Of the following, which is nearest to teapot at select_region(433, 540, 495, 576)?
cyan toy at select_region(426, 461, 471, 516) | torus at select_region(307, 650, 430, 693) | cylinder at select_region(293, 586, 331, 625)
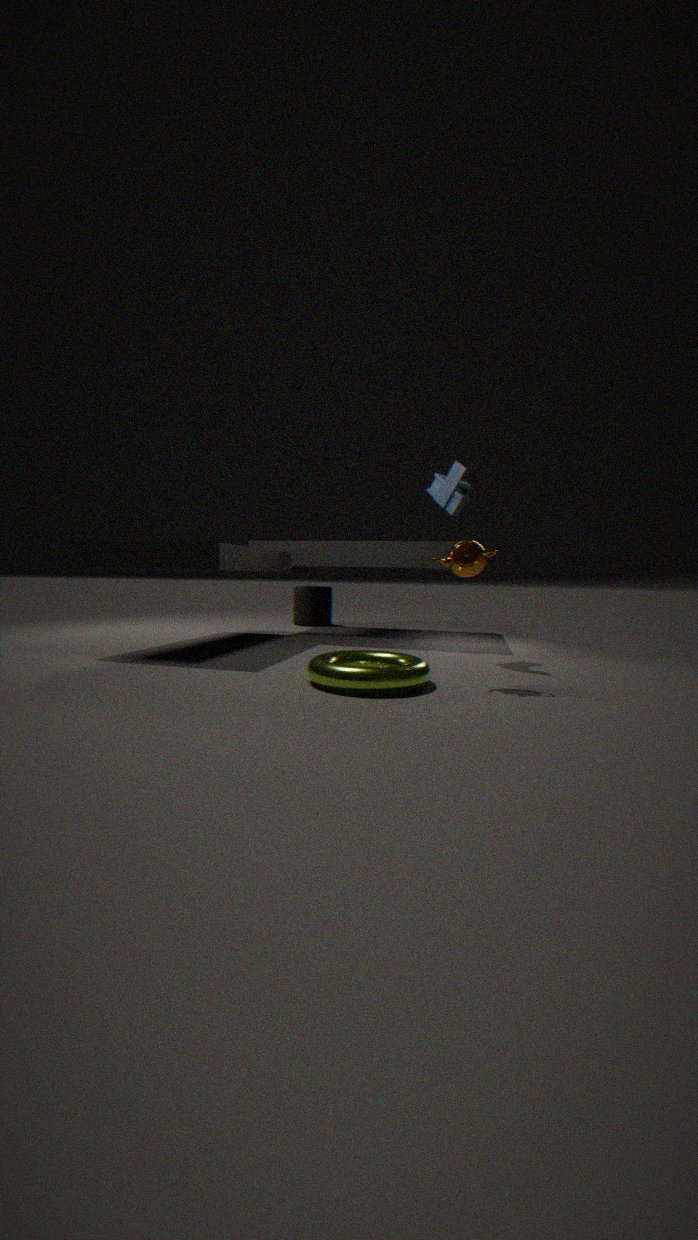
torus at select_region(307, 650, 430, 693)
